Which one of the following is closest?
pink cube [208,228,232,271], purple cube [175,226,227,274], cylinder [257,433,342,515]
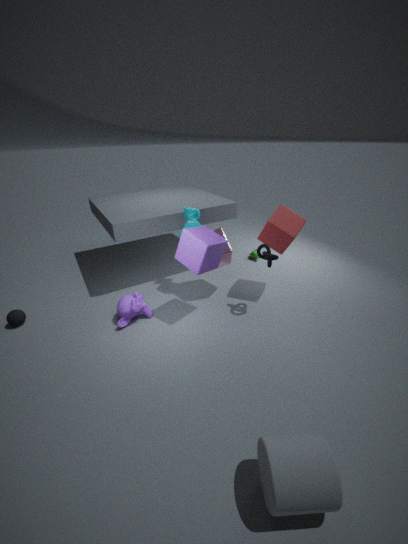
cylinder [257,433,342,515]
